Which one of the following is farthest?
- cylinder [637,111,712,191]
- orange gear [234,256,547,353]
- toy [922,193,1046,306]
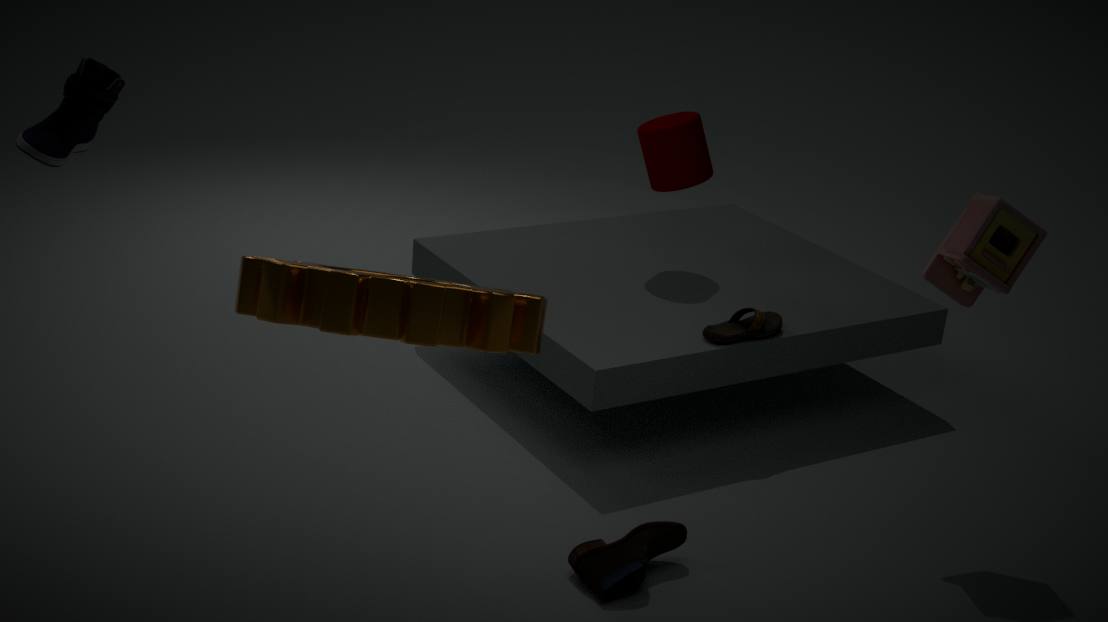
cylinder [637,111,712,191]
